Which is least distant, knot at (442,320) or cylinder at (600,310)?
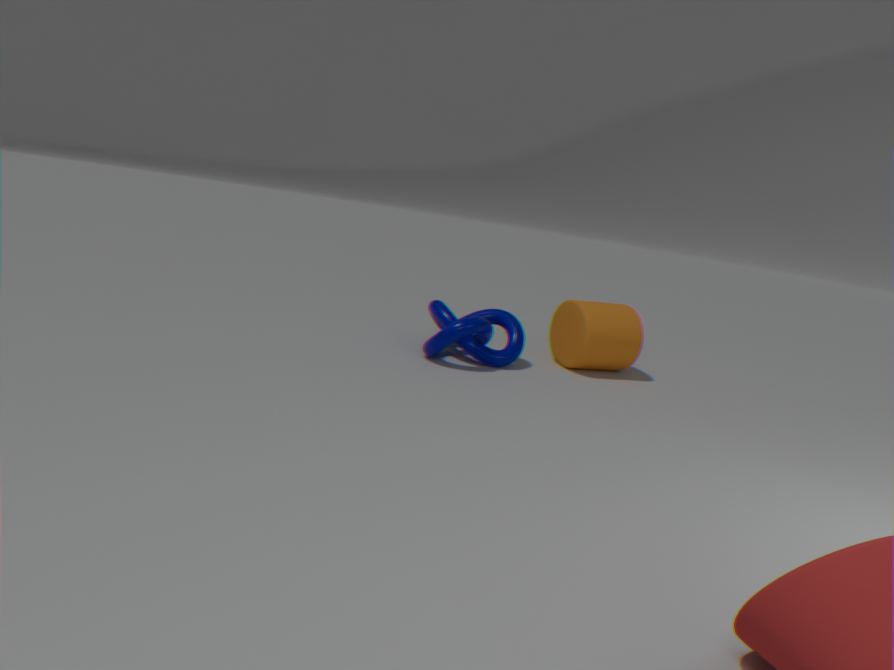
knot at (442,320)
